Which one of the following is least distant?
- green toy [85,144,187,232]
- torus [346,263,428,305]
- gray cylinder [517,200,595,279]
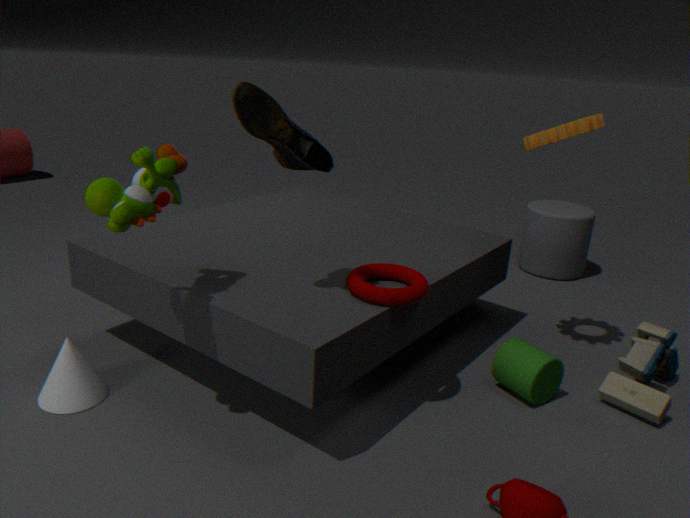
green toy [85,144,187,232]
